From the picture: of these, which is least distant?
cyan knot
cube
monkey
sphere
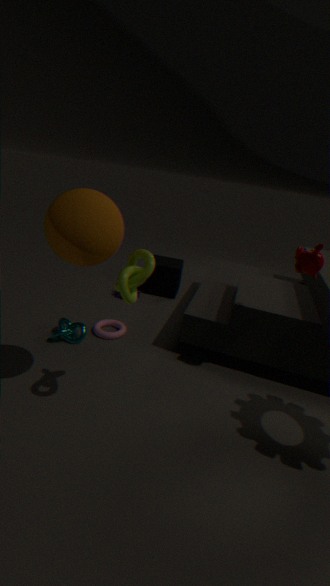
sphere
